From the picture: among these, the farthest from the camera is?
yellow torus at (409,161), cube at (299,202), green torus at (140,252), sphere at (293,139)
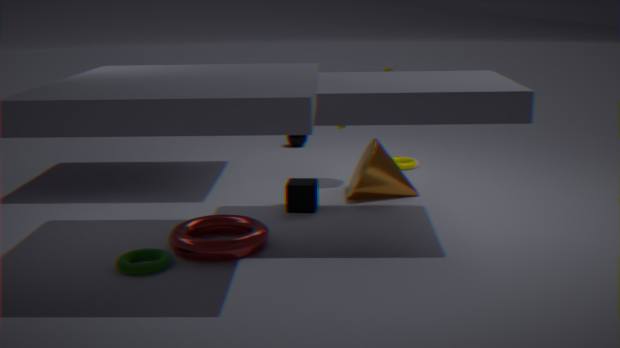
sphere at (293,139)
